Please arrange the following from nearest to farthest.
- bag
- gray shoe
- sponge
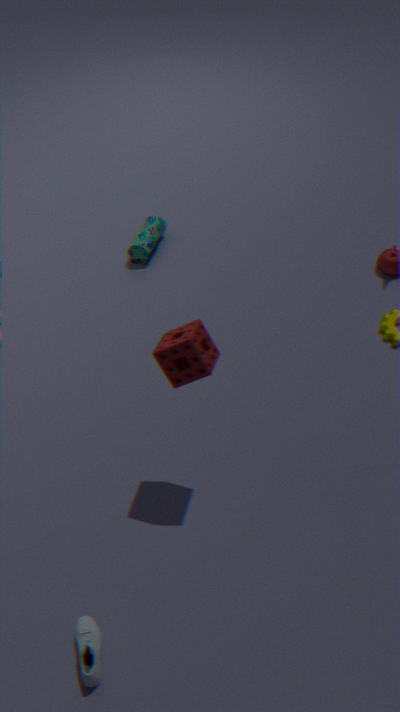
gray shoe < sponge < bag
